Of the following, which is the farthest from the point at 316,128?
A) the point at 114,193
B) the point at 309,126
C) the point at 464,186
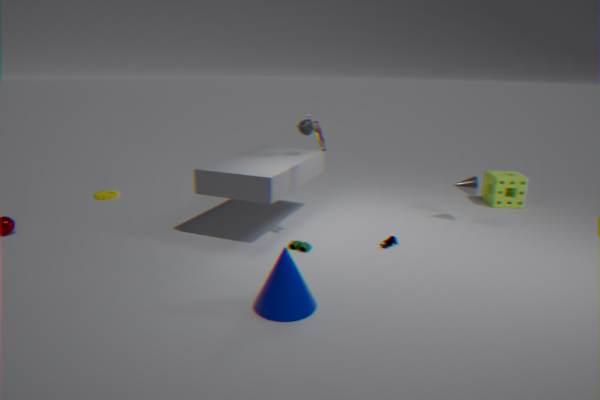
the point at 114,193
